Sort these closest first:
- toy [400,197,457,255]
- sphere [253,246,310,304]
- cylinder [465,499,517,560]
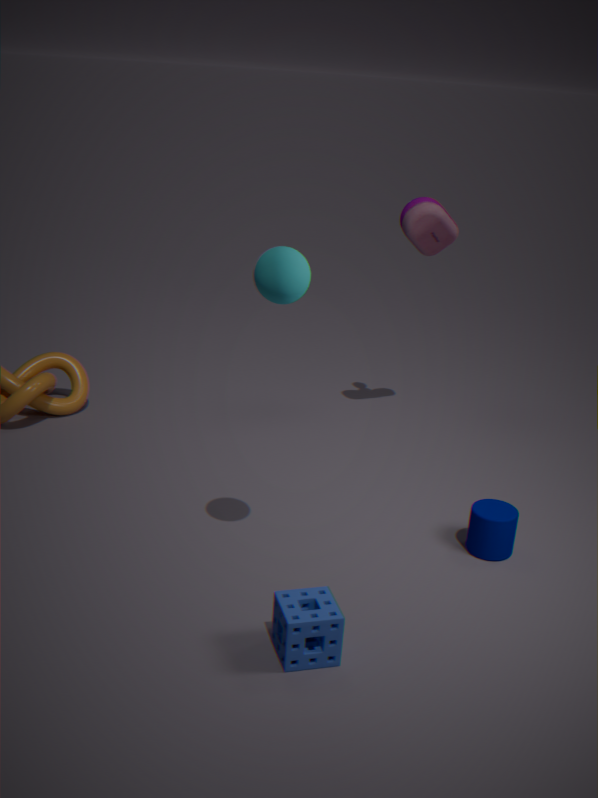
sphere [253,246,310,304] → cylinder [465,499,517,560] → toy [400,197,457,255]
